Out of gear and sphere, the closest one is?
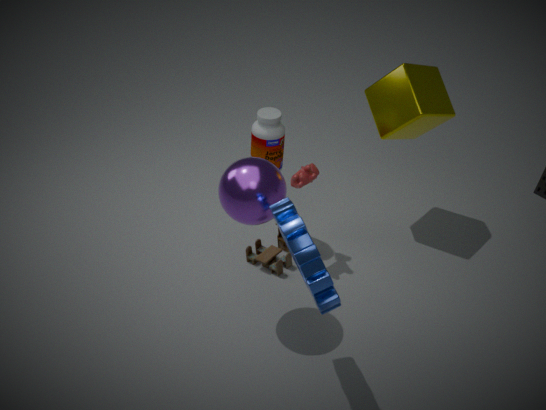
gear
